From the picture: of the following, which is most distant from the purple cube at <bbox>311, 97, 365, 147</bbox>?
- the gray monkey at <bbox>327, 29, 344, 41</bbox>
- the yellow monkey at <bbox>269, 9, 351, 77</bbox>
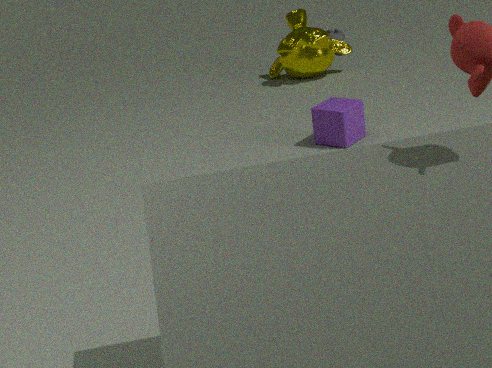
the gray monkey at <bbox>327, 29, 344, 41</bbox>
